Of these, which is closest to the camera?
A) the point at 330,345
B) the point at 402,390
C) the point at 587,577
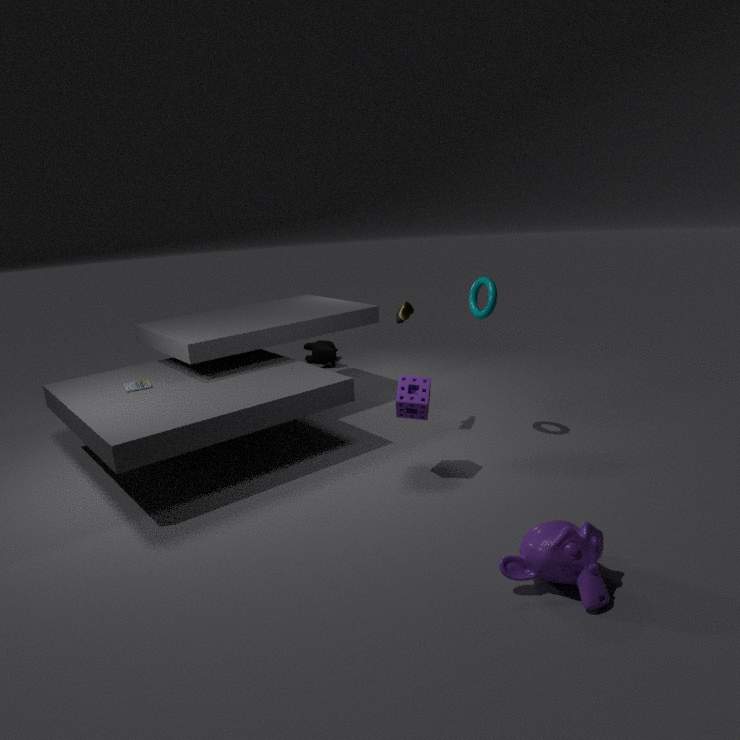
the point at 587,577
